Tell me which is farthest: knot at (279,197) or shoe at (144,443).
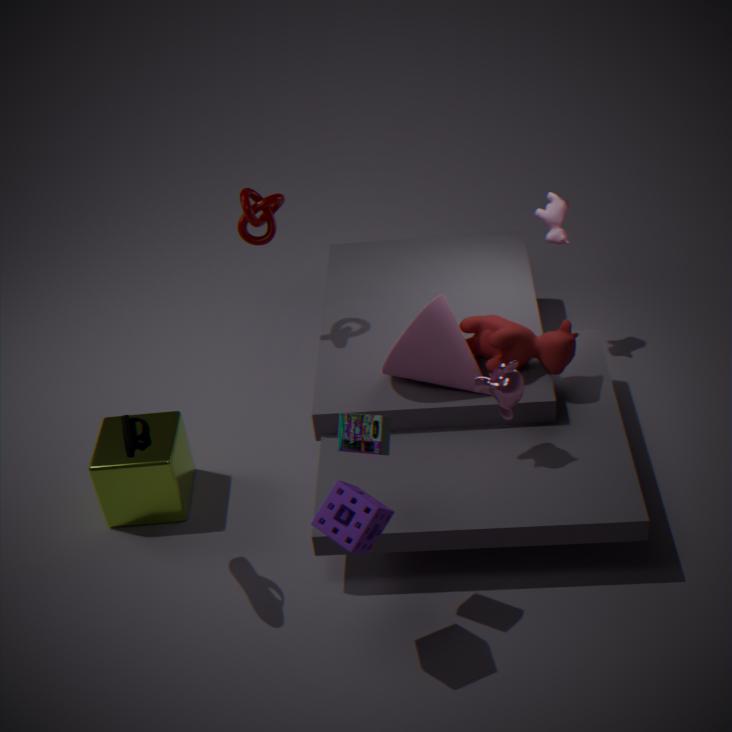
knot at (279,197)
